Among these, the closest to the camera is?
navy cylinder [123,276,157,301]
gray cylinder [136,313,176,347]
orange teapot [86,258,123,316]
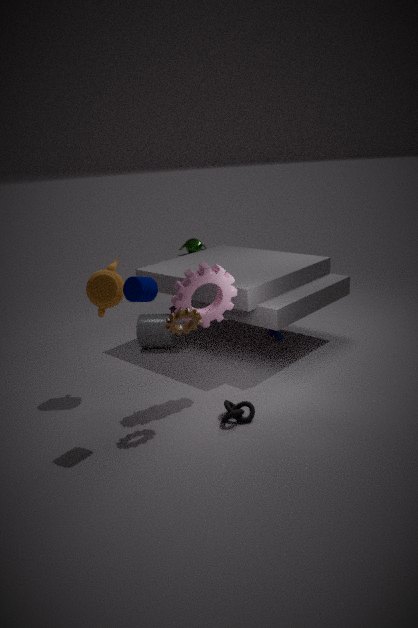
navy cylinder [123,276,157,301]
